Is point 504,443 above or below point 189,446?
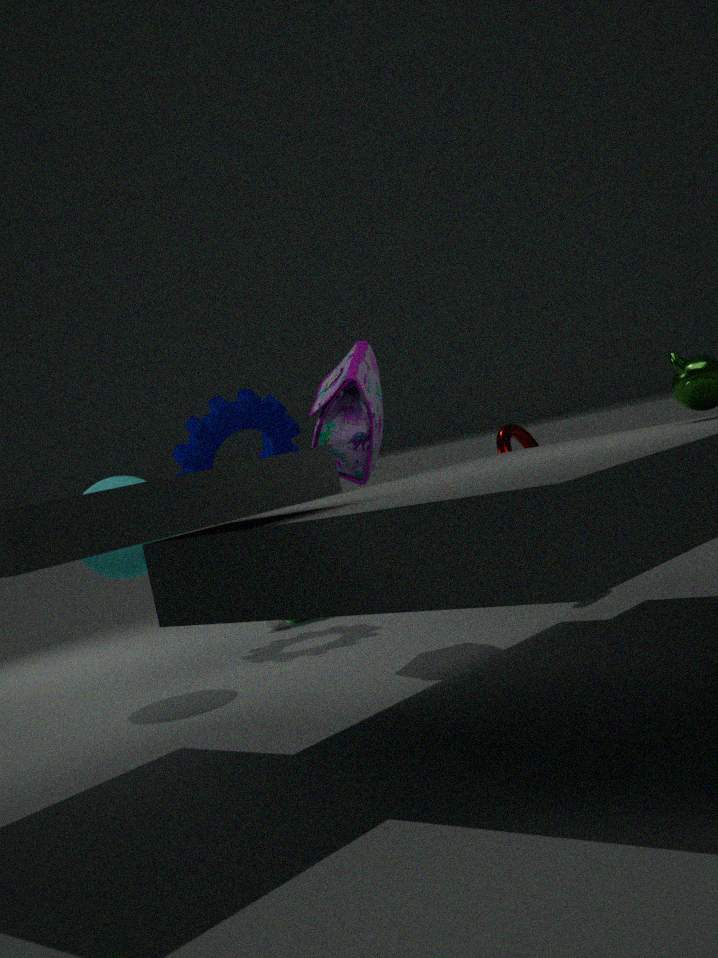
below
